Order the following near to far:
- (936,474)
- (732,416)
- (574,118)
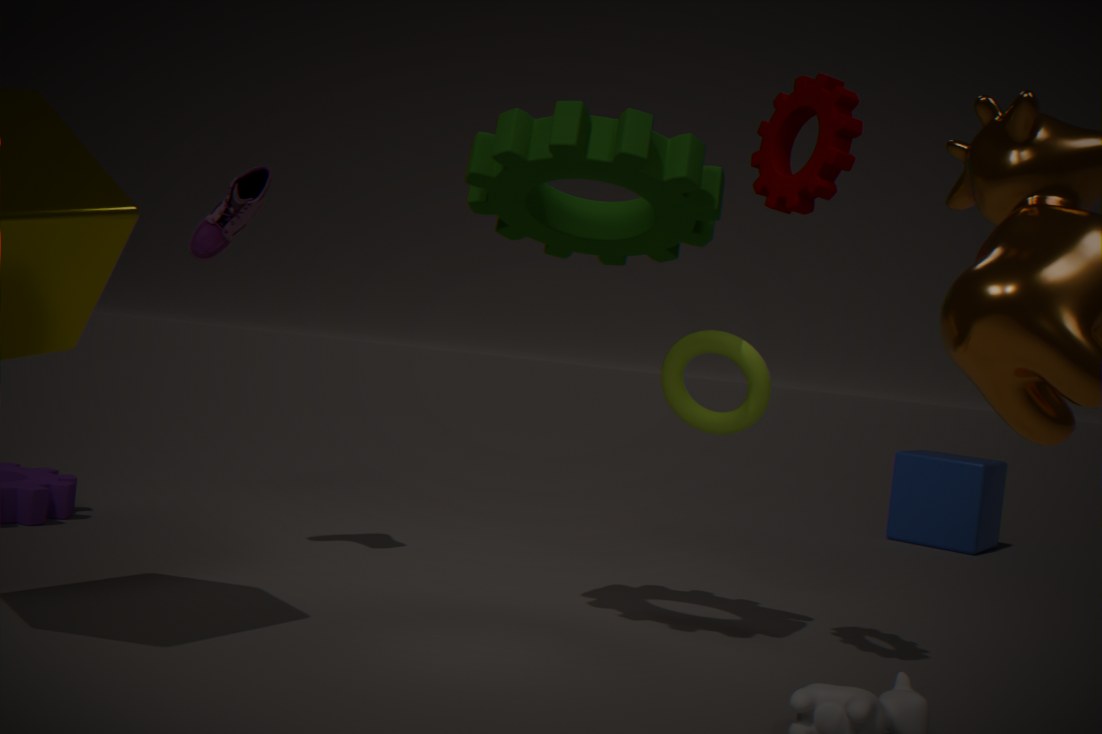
(574,118)
(732,416)
(936,474)
